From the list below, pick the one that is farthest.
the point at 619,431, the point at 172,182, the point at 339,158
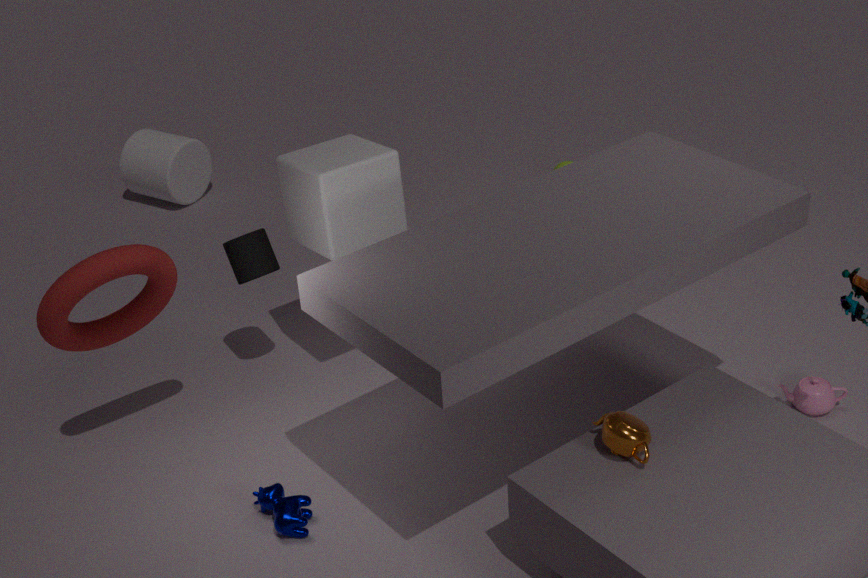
the point at 172,182
